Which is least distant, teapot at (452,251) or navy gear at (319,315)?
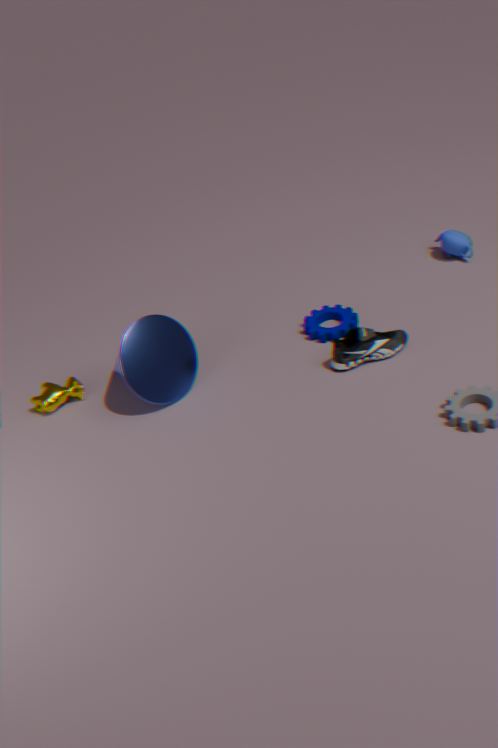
navy gear at (319,315)
